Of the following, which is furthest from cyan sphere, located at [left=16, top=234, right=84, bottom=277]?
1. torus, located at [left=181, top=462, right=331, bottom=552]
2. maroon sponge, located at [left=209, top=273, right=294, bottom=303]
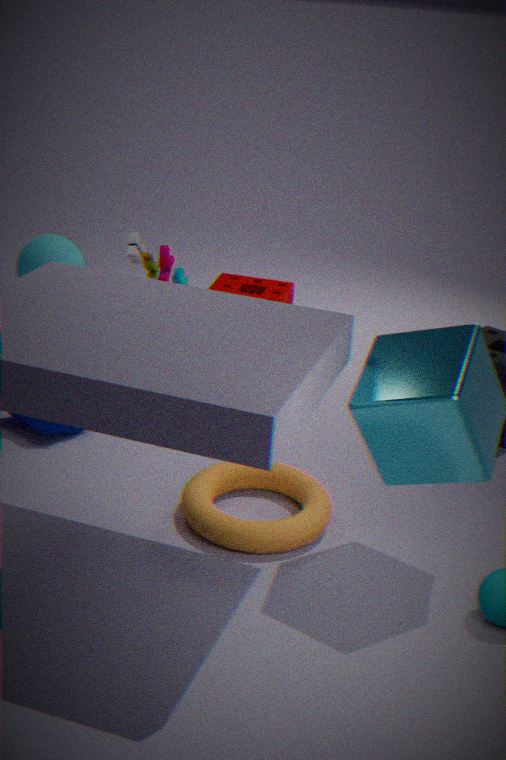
torus, located at [left=181, top=462, right=331, bottom=552]
